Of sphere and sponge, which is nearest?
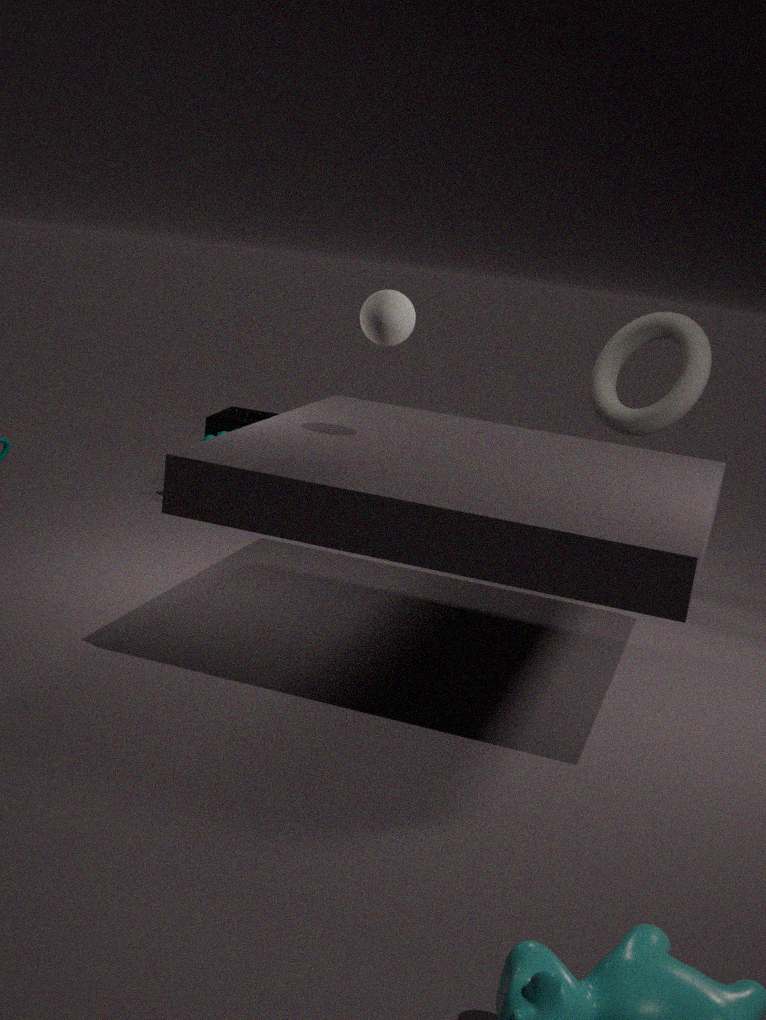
sphere
